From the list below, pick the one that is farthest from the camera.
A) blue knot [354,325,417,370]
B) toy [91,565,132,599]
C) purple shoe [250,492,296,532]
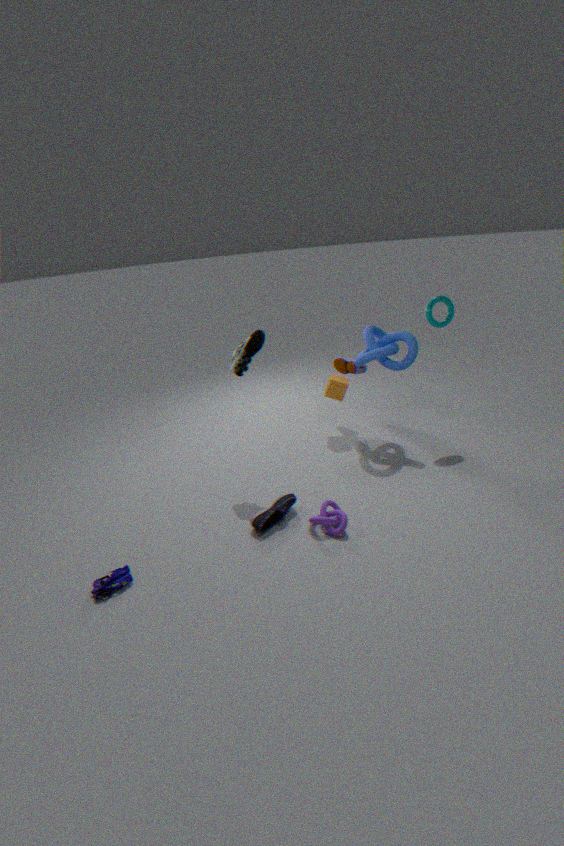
blue knot [354,325,417,370]
